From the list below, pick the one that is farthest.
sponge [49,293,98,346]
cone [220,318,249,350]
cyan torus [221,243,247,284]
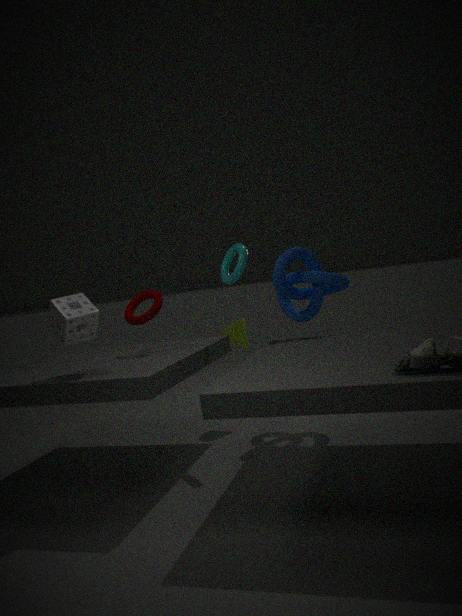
cone [220,318,249,350]
